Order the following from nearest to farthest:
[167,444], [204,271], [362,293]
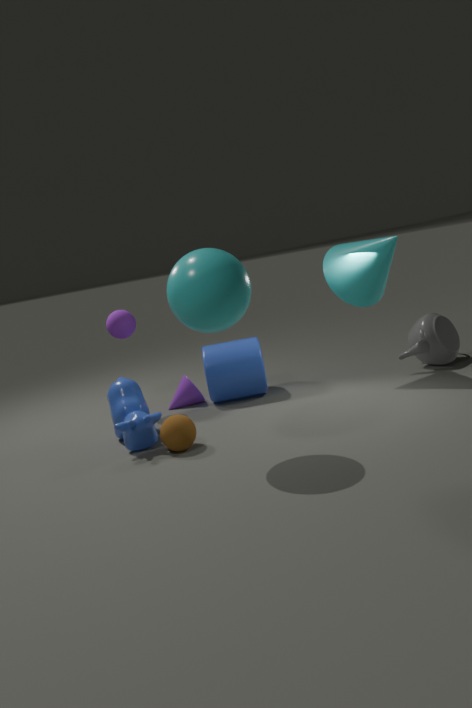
[204,271] < [167,444] < [362,293]
